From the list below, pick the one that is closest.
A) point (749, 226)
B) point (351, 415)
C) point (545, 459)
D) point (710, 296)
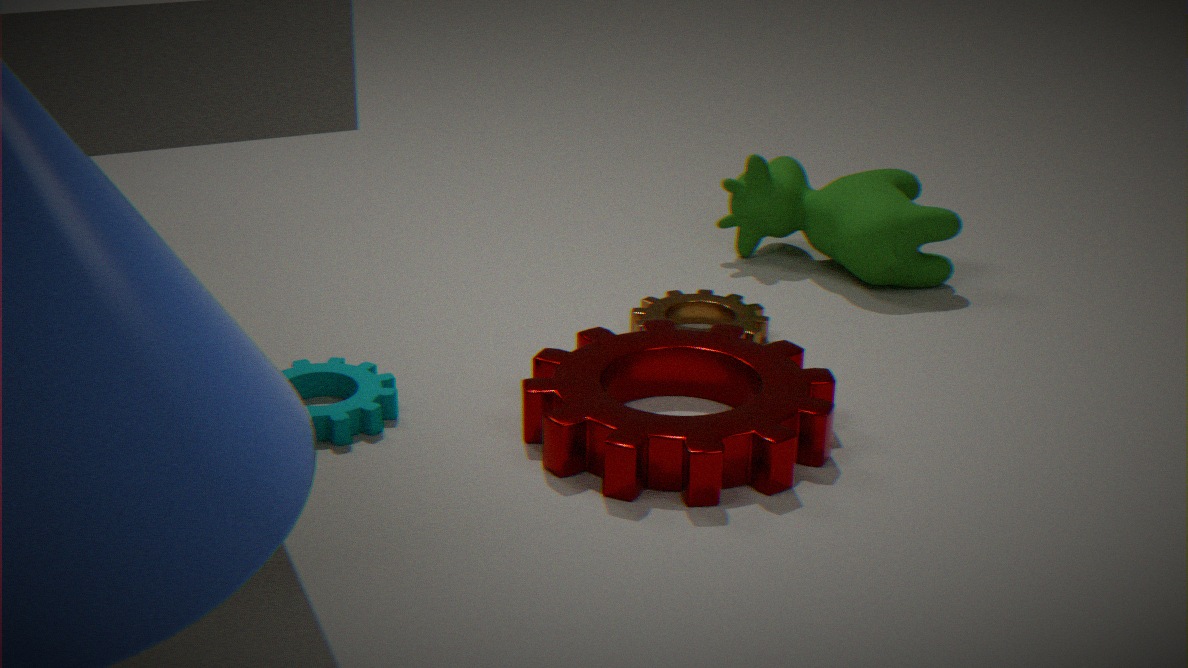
point (545, 459)
